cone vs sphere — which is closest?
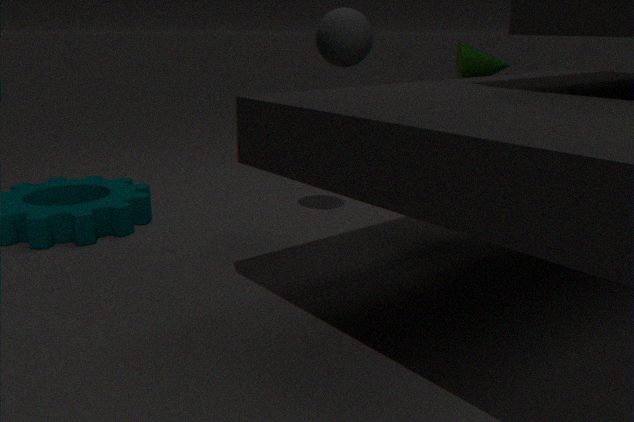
sphere
